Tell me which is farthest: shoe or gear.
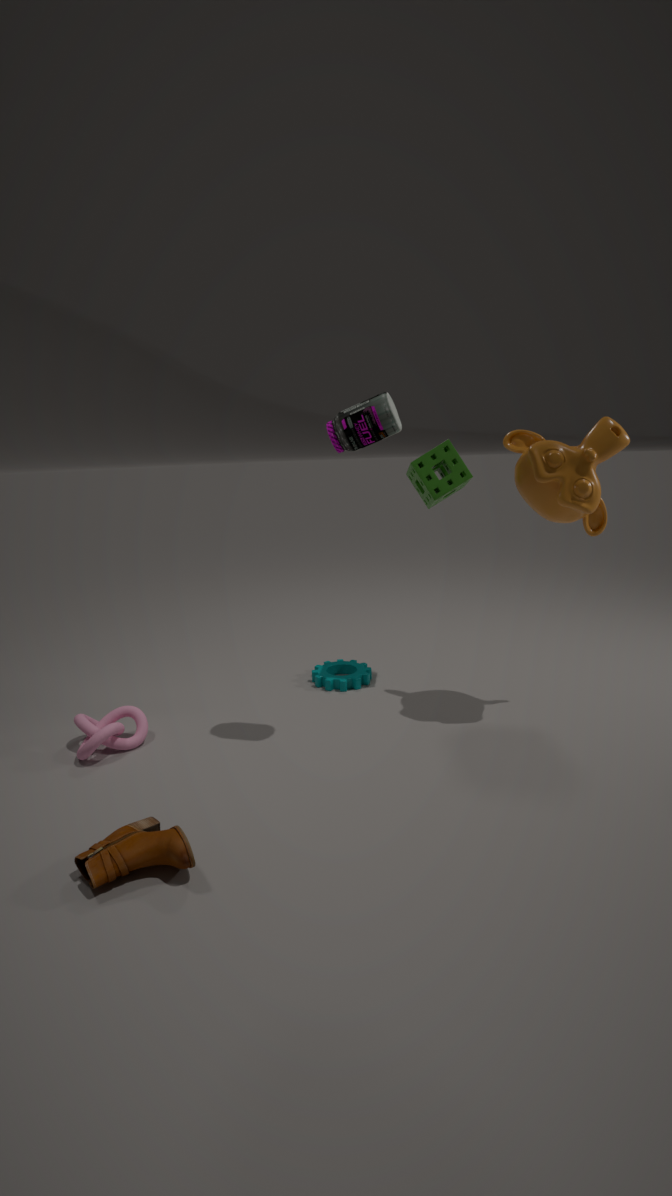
gear
